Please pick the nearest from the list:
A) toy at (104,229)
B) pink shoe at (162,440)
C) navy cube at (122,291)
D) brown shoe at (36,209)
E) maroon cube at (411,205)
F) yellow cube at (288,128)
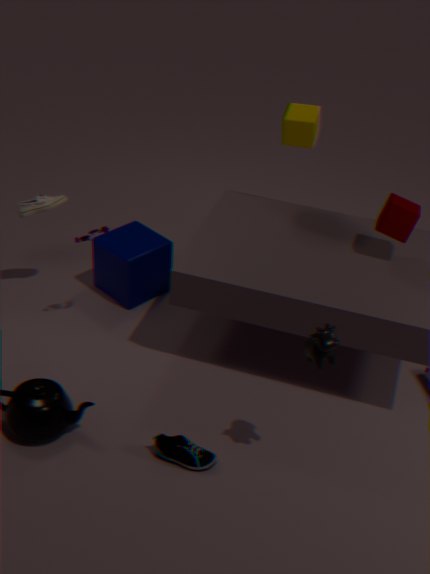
B. pink shoe at (162,440)
